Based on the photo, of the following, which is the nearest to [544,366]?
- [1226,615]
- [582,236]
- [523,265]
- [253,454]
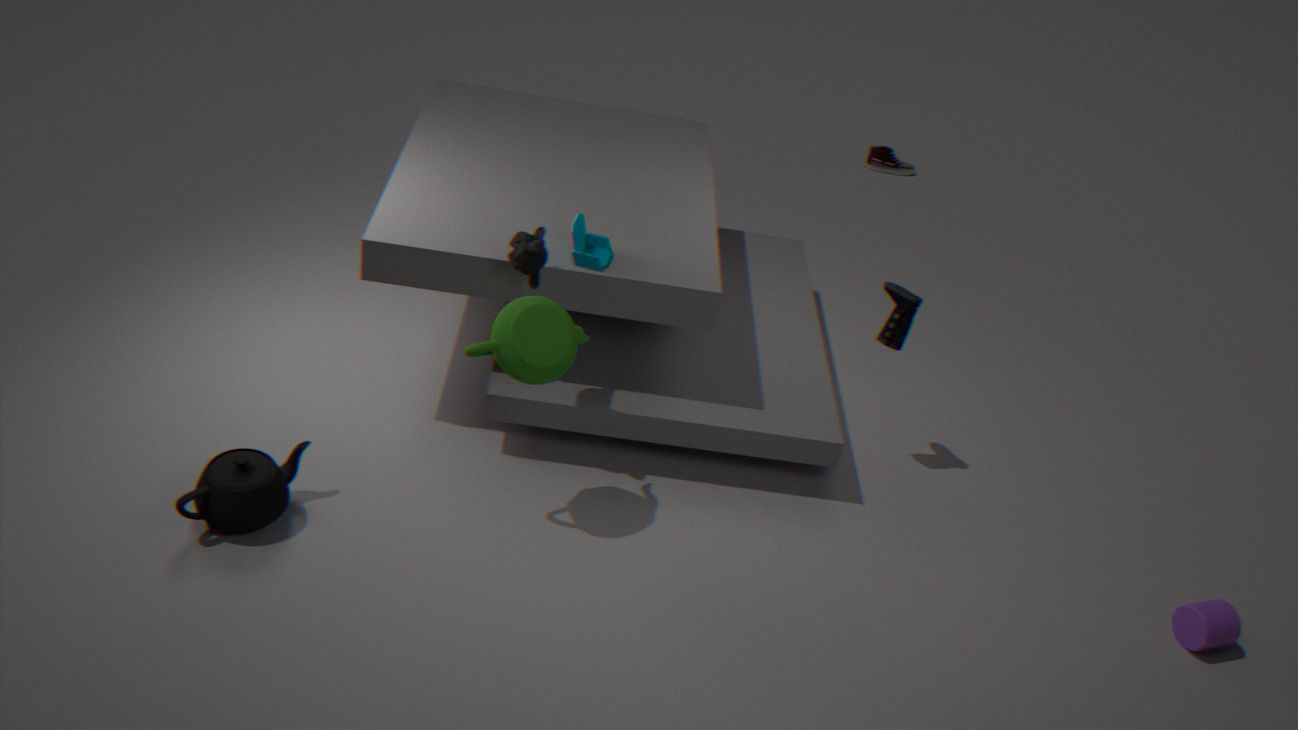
[523,265]
